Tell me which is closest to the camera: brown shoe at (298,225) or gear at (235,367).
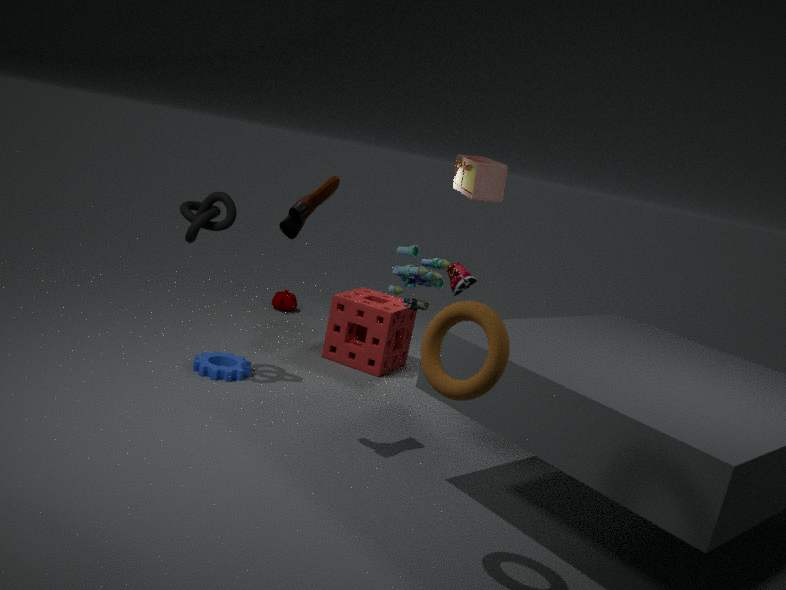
brown shoe at (298,225)
